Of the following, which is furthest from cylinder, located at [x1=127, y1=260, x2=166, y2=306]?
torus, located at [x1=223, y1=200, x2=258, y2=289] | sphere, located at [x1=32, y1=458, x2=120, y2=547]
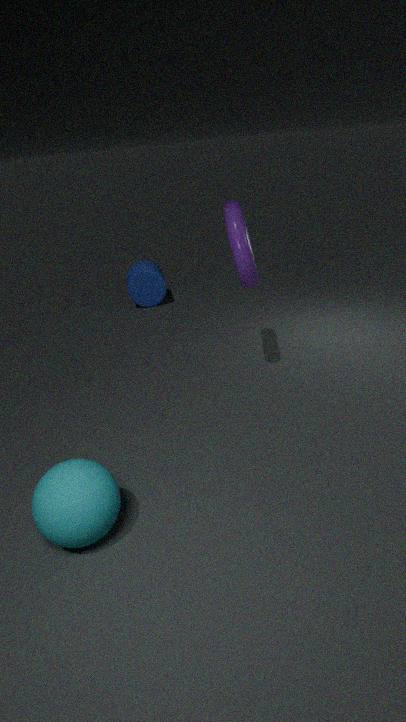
sphere, located at [x1=32, y1=458, x2=120, y2=547]
